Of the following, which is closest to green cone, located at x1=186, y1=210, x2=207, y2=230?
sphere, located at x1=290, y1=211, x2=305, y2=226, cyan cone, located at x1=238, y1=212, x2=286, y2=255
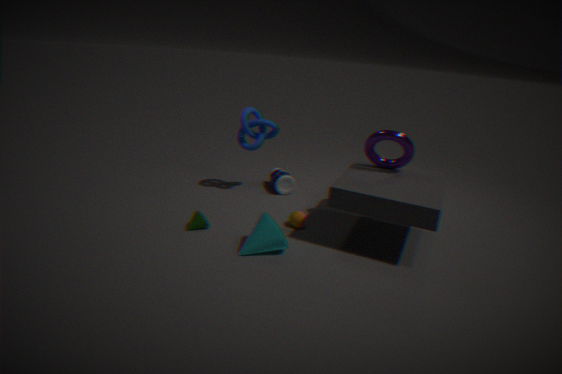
cyan cone, located at x1=238, y1=212, x2=286, y2=255
